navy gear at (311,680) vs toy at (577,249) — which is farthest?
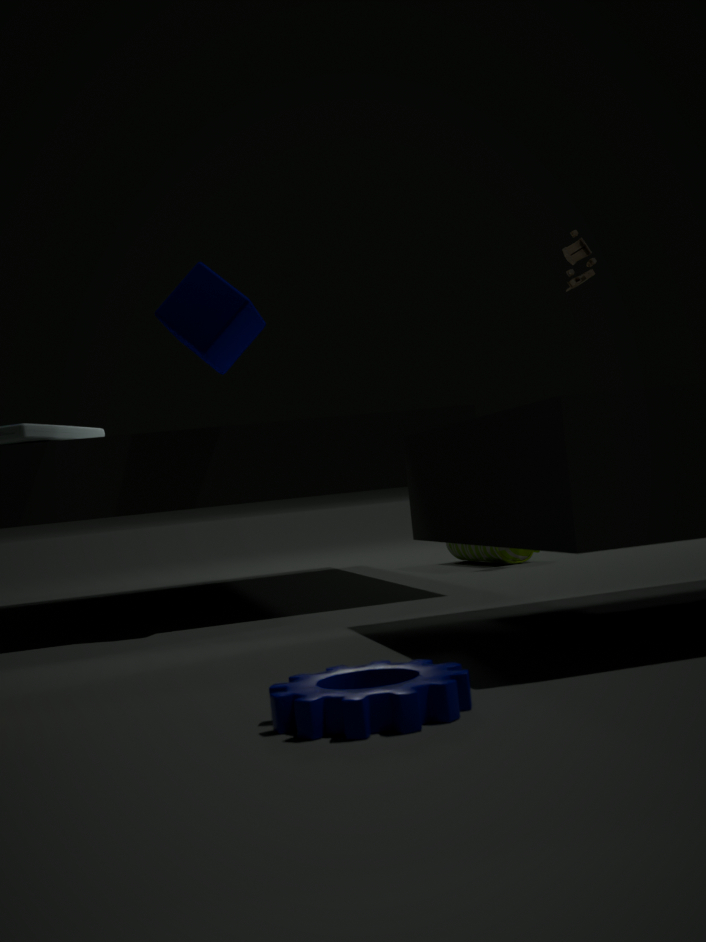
toy at (577,249)
